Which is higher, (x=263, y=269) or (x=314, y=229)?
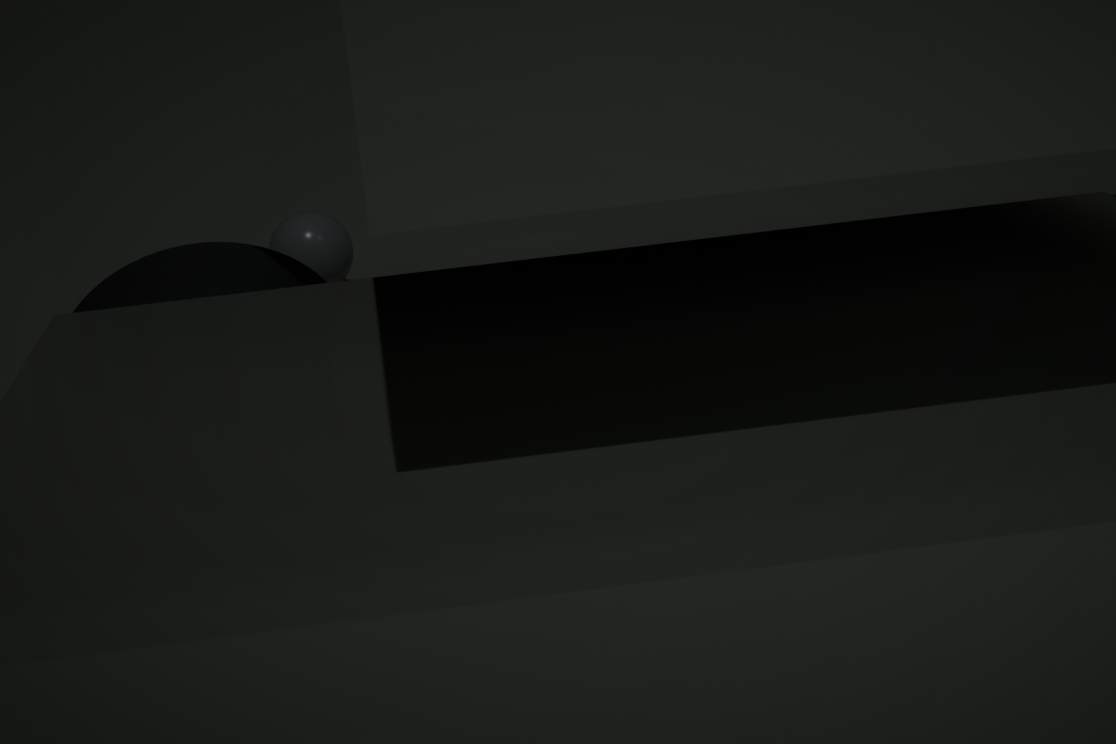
(x=263, y=269)
